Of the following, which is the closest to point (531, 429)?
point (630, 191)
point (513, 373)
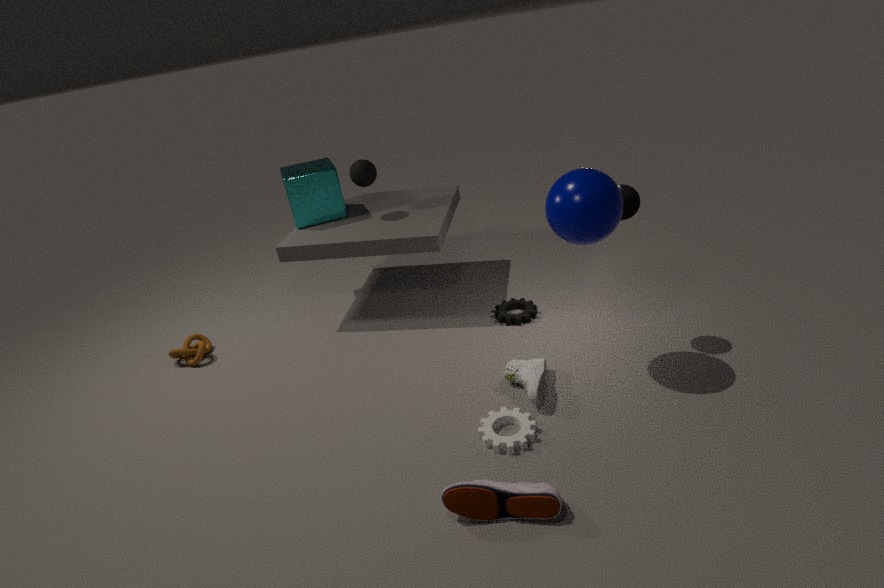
point (513, 373)
